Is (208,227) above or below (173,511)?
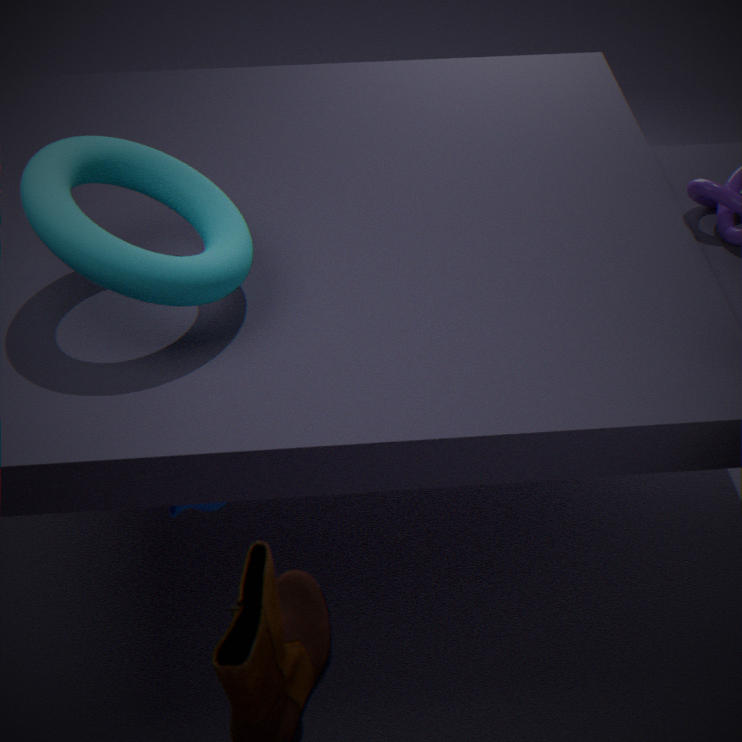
above
